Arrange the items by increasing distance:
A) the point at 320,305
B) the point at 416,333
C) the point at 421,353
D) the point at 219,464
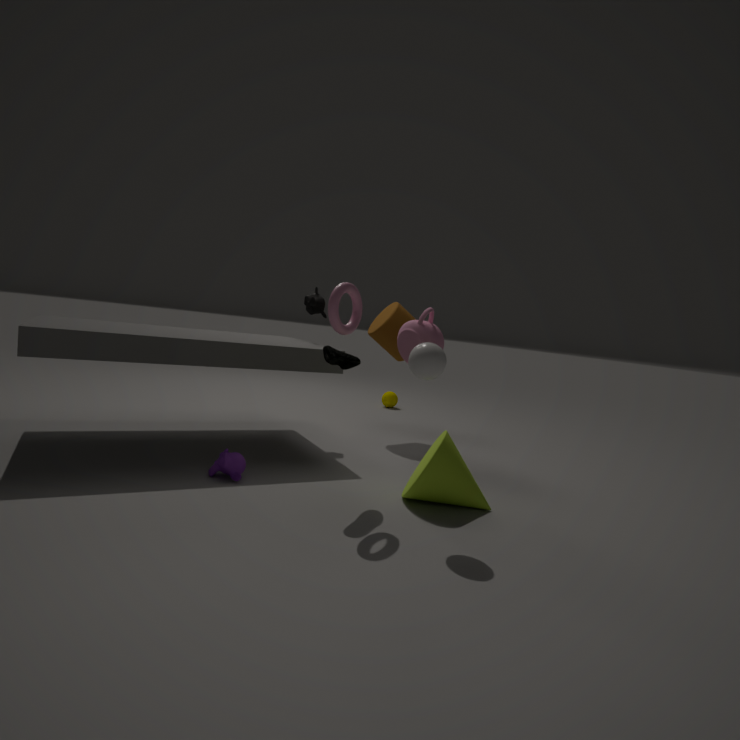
the point at 421,353 < the point at 219,464 < the point at 416,333 < the point at 320,305
